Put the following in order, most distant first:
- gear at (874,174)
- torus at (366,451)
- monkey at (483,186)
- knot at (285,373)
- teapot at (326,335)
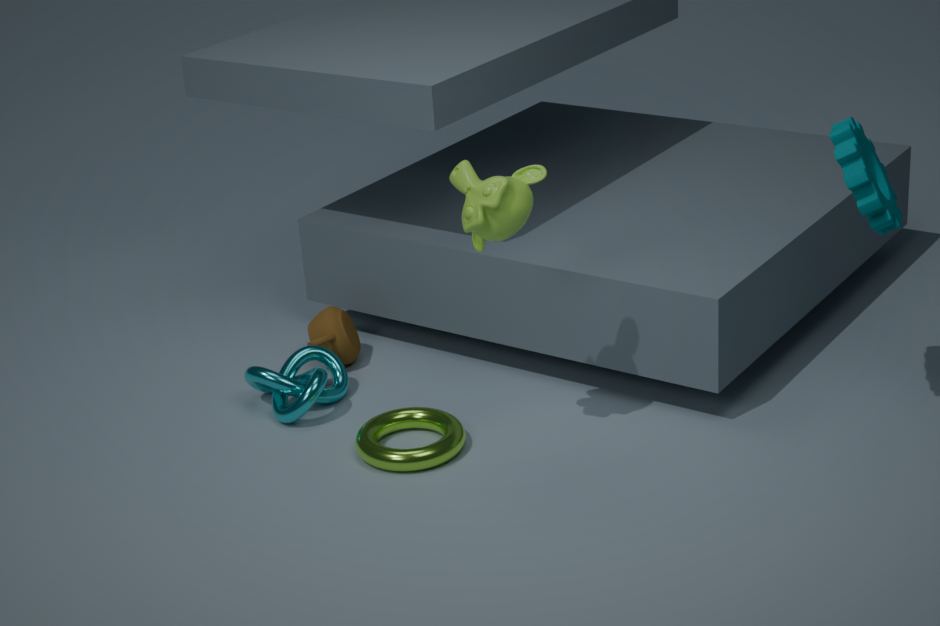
teapot at (326,335), knot at (285,373), torus at (366,451), gear at (874,174), monkey at (483,186)
